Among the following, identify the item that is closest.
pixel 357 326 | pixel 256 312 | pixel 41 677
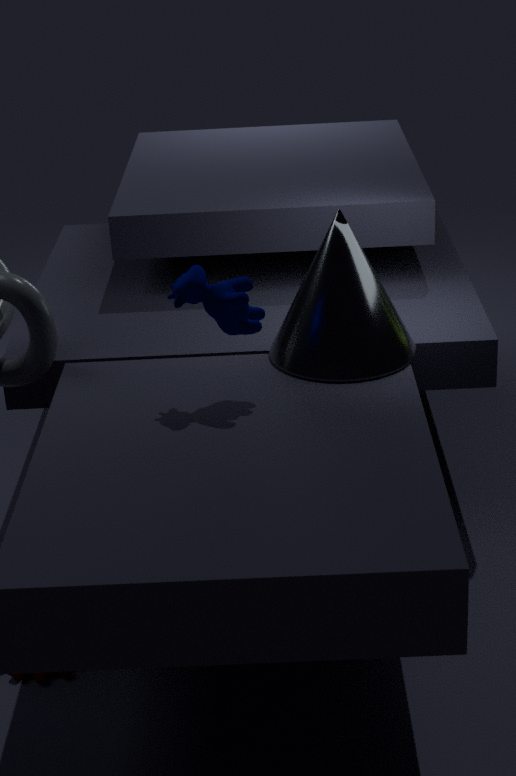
pixel 256 312
